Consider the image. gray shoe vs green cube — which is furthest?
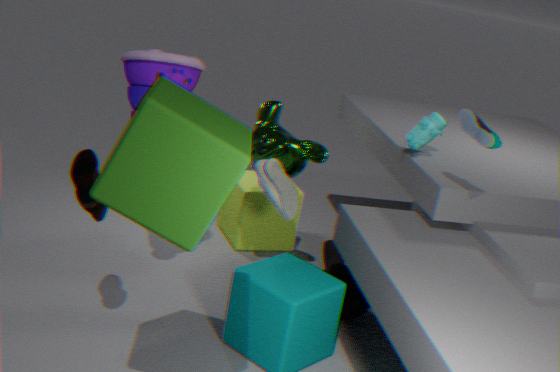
gray shoe
